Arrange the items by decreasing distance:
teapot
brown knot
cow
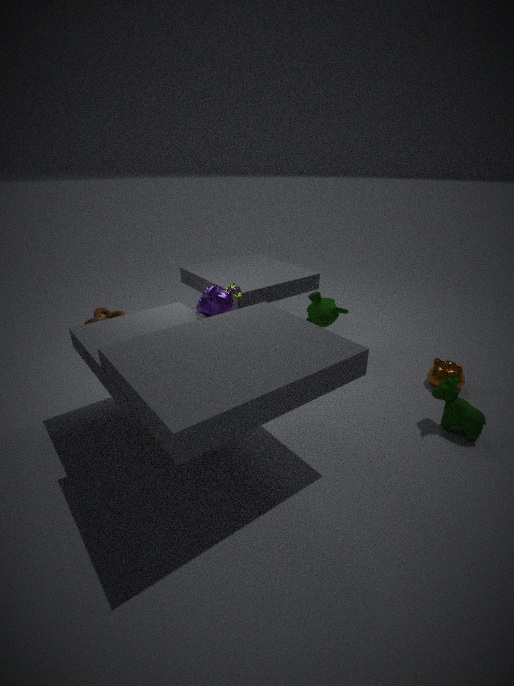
brown knot, teapot, cow
